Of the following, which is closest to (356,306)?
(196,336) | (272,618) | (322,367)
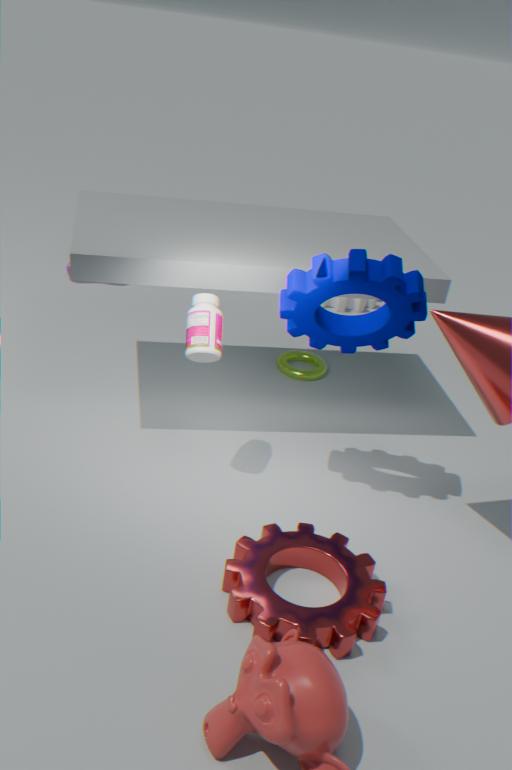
(322,367)
